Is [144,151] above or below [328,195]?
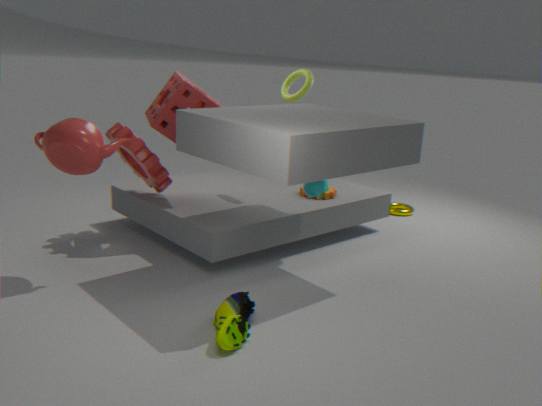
above
